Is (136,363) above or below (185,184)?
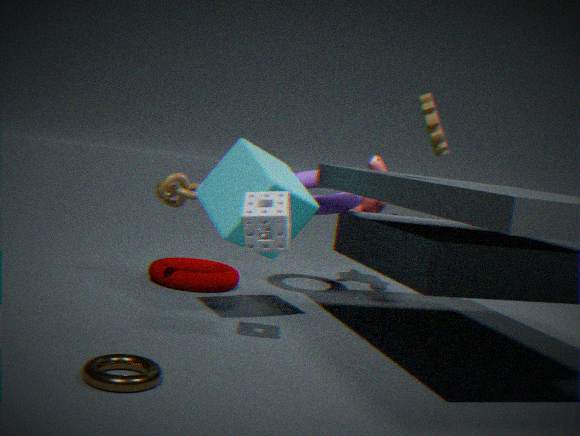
below
